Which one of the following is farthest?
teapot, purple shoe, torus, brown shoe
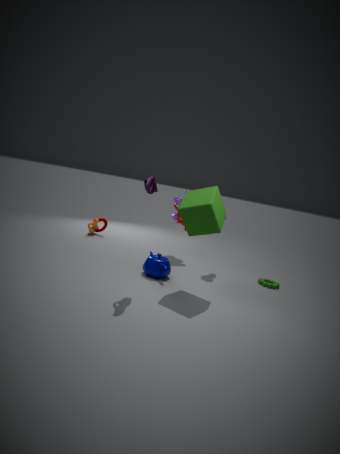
torus
